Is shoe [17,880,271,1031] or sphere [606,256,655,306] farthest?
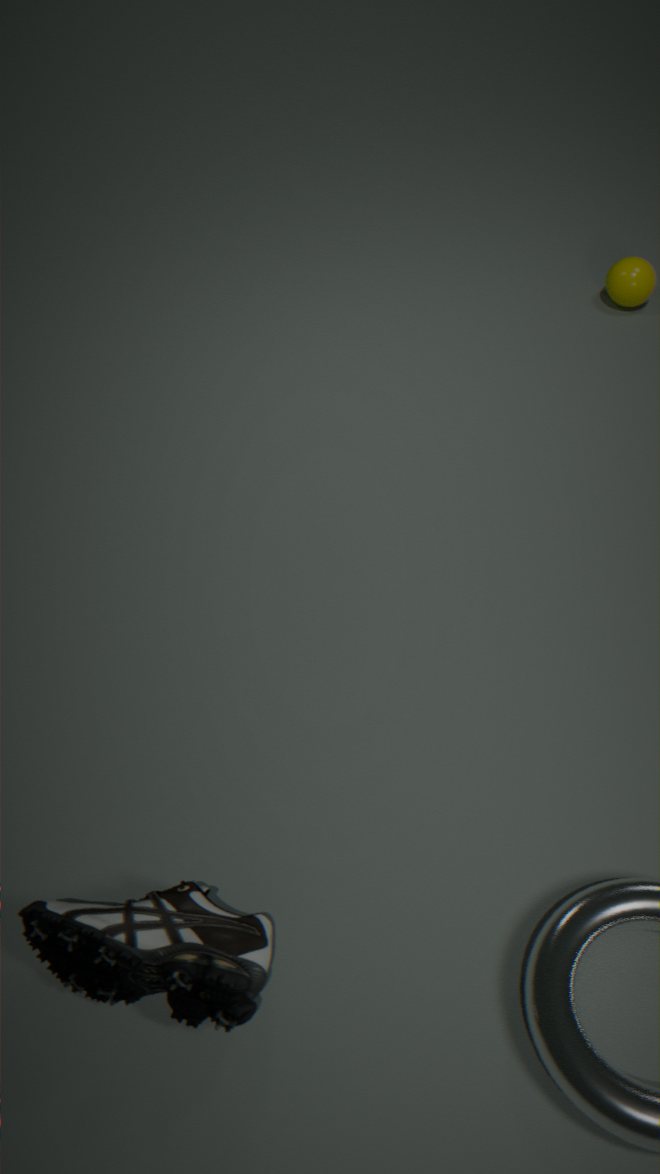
sphere [606,256,655,306]
